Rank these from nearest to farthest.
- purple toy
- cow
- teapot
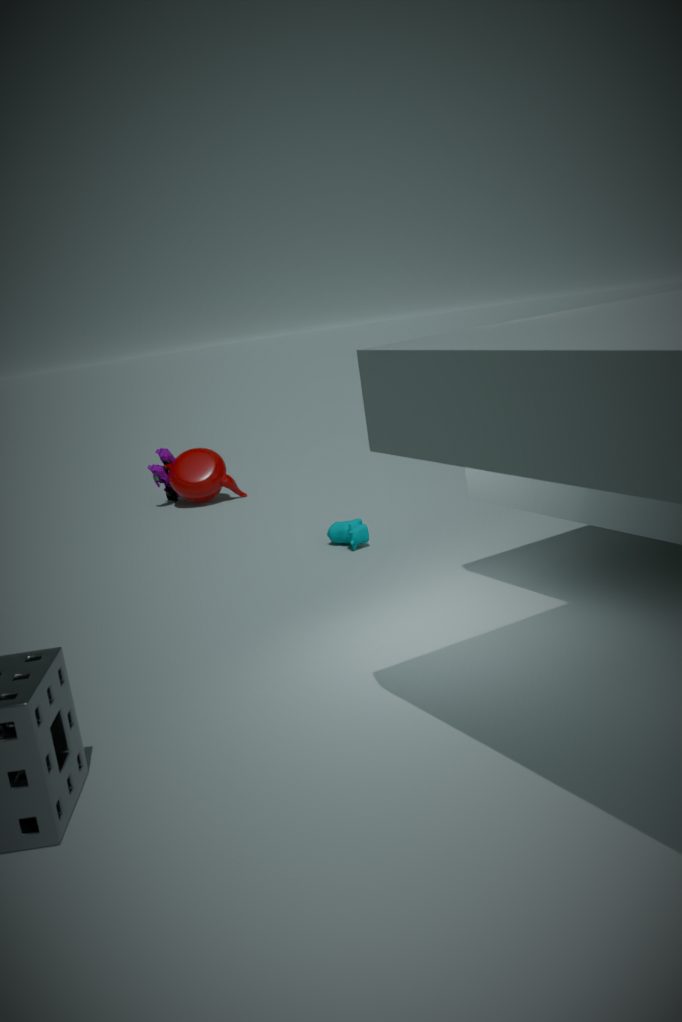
cow, teapot, purple toy
